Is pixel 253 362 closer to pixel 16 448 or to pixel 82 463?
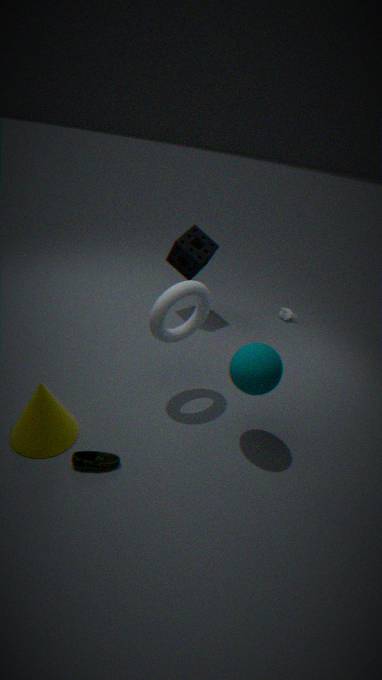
pixel 82 463
